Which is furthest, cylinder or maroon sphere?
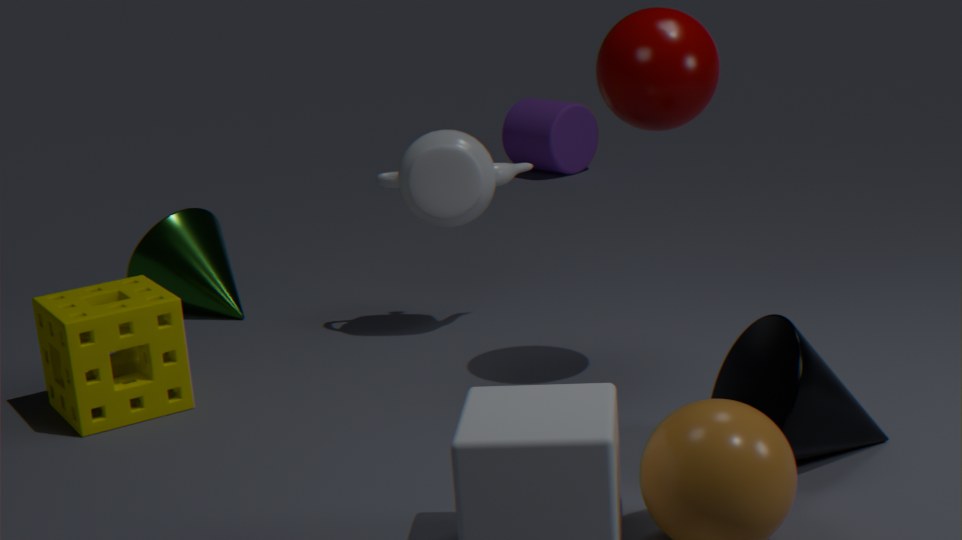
cylinder
